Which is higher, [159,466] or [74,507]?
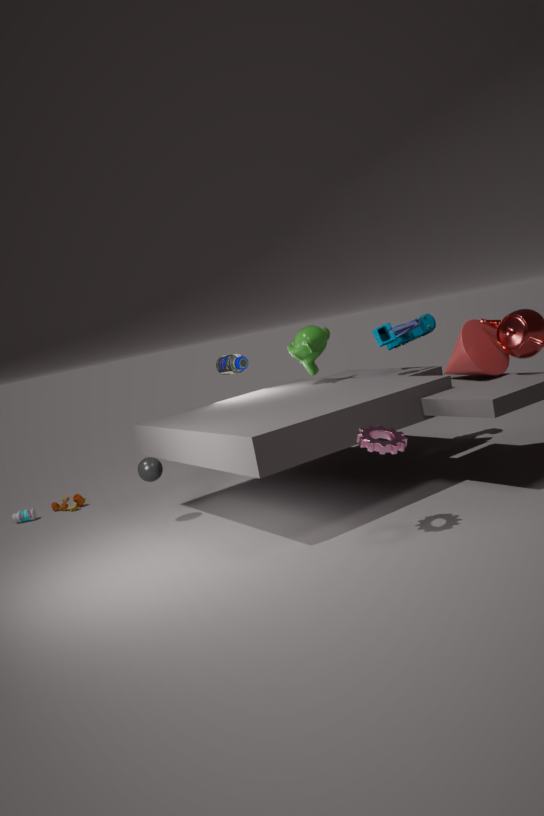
[159,466]
